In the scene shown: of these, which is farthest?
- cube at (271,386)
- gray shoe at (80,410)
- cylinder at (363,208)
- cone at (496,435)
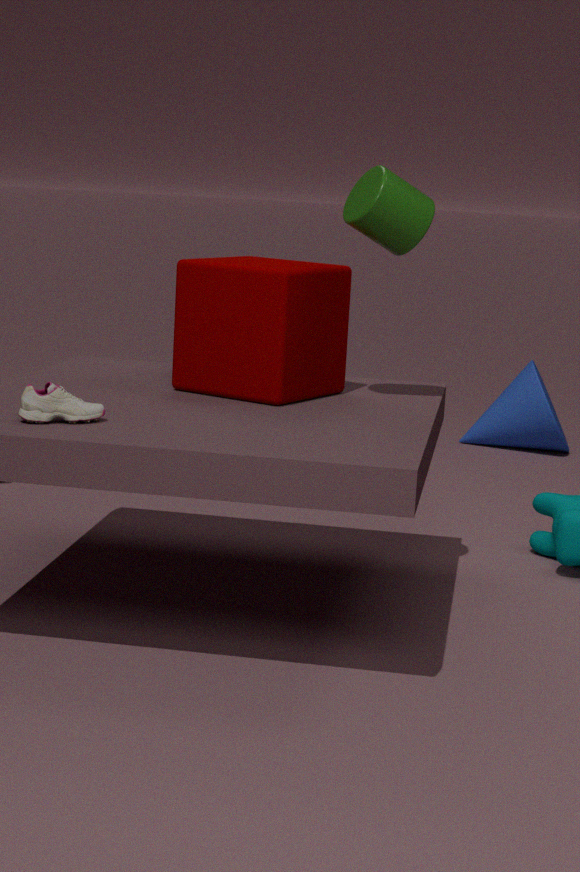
cone at (496,435)
